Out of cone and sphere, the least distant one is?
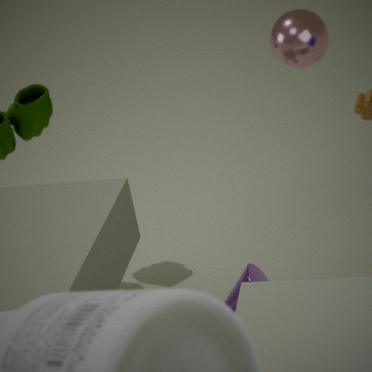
sphere
